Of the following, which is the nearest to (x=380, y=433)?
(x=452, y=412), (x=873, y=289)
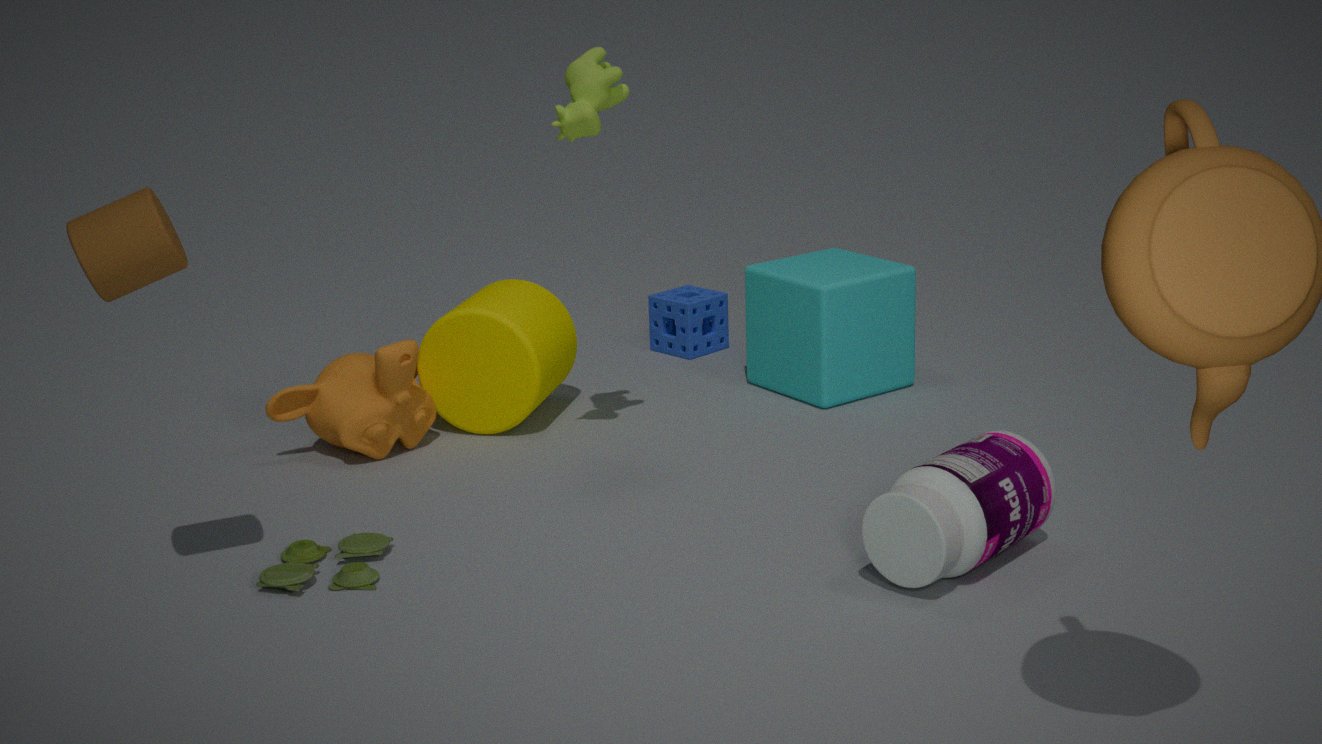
(x=452, y=412)
